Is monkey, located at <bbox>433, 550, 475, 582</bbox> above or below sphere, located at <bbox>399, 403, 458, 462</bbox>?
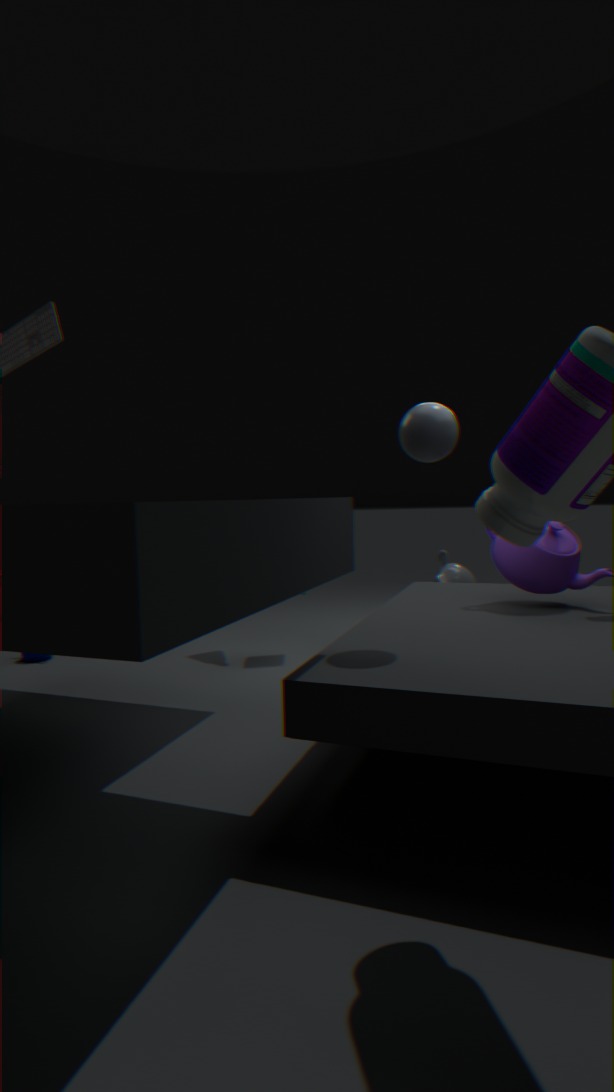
below
